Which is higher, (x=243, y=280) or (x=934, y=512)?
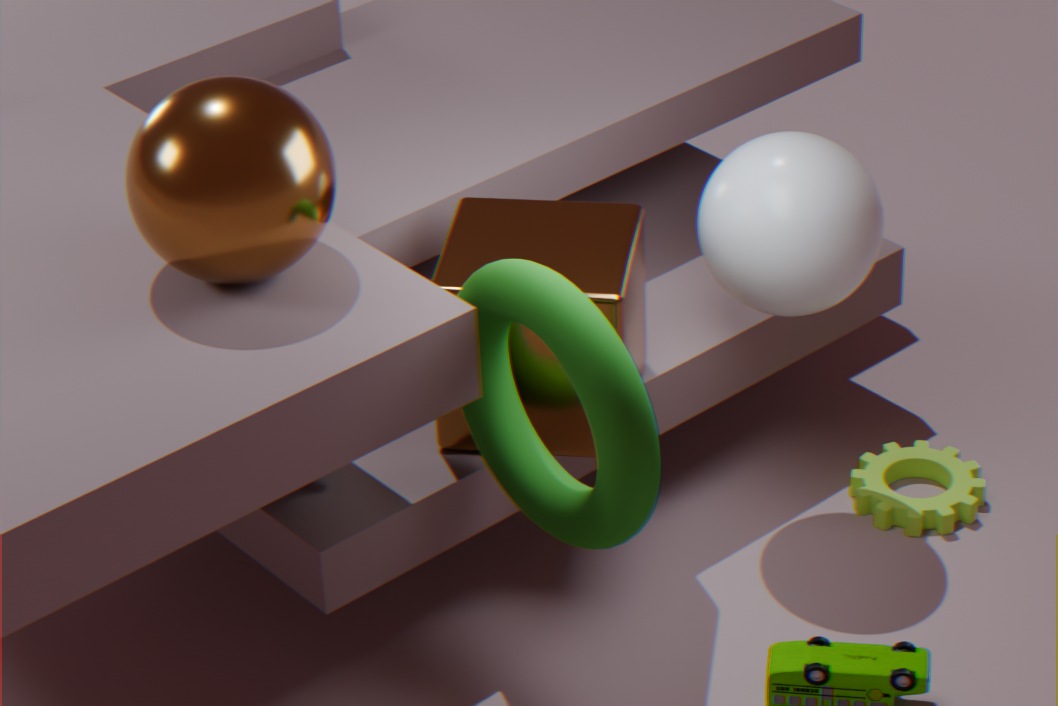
(x=243, y=280)
